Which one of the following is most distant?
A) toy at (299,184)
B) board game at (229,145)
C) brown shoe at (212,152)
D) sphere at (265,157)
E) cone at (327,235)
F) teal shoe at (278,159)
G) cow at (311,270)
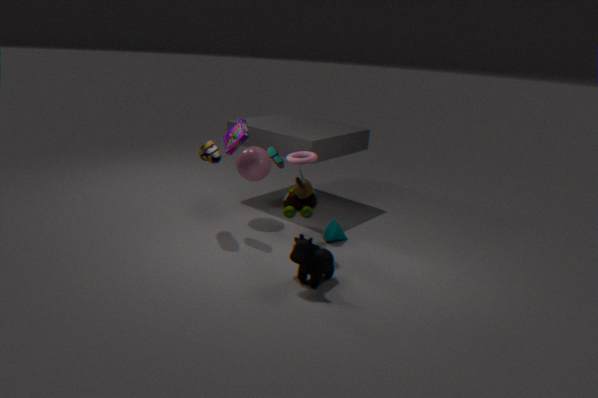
sphere at (265,157)
